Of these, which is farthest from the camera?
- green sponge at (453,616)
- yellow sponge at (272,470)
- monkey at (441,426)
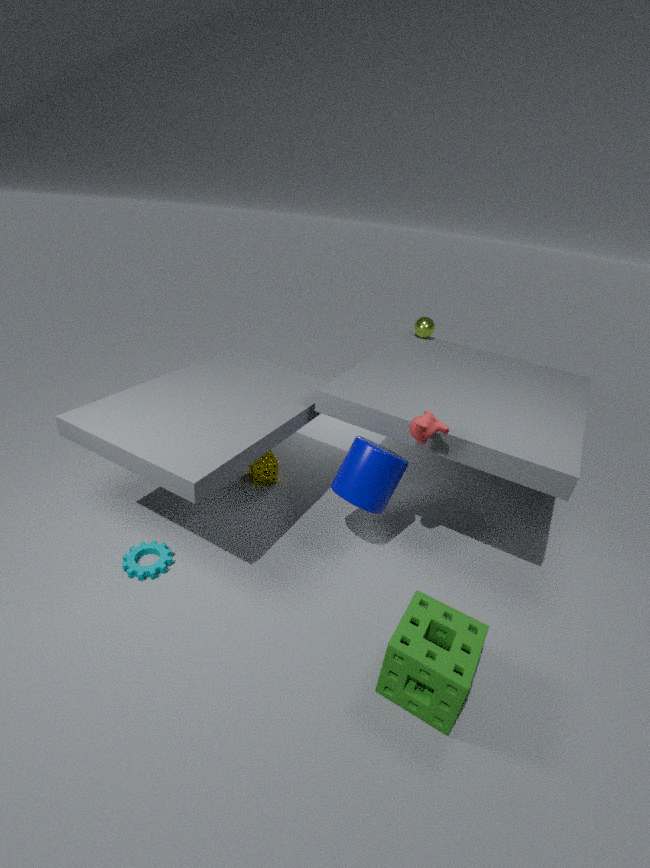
yellow sponge at (272,470)
